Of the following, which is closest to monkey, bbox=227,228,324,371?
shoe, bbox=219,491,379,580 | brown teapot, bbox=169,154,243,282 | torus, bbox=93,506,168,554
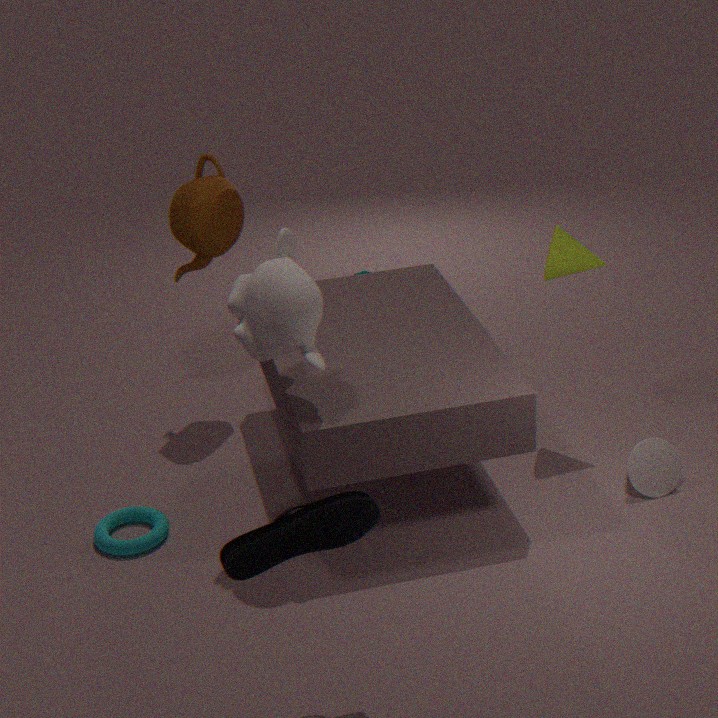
shoe, bbox=219,491,379,580
